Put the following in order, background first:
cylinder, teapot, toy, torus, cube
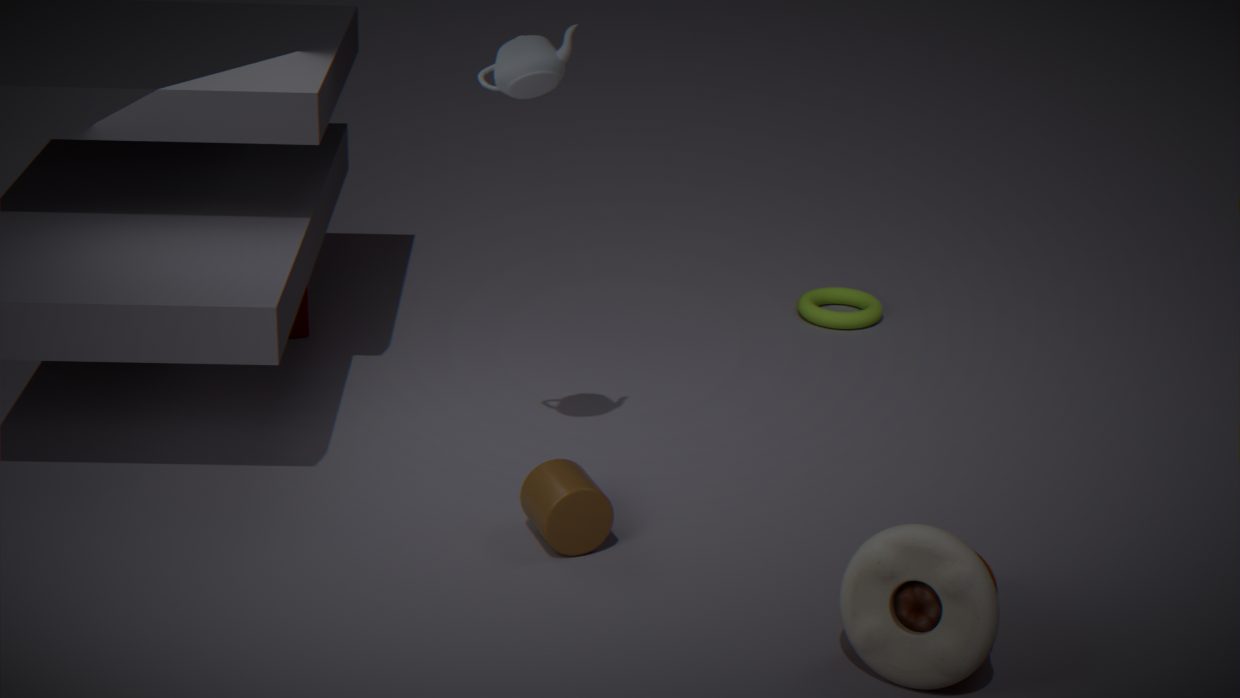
torus < cube < cylinder < teapot < toy
